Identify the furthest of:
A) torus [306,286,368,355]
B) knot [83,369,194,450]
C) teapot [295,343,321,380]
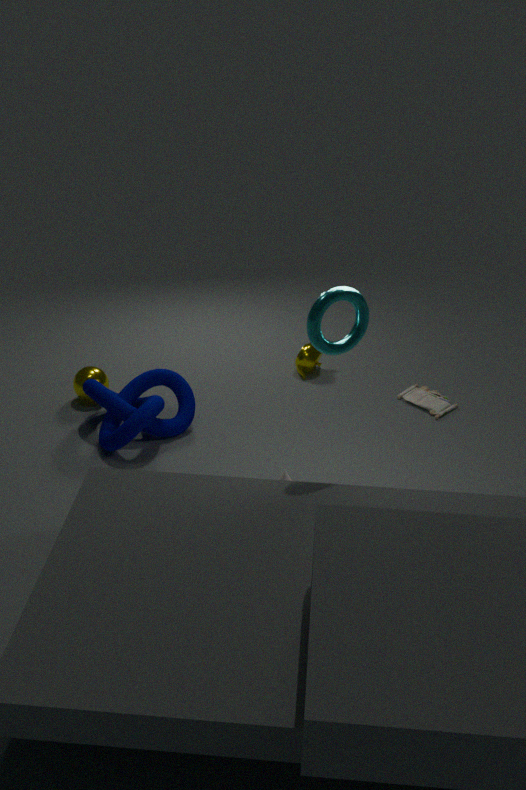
teapot [295,343,321,380]
